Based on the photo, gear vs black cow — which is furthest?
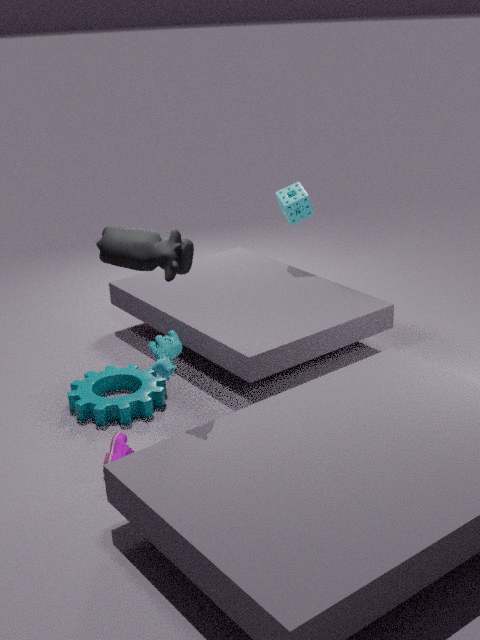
gear
